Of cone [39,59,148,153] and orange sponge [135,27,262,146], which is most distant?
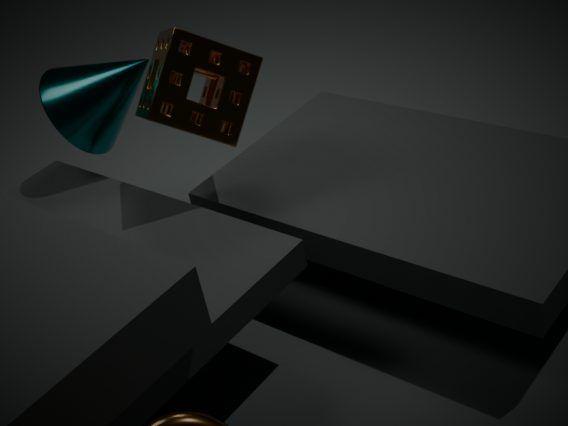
cone [39,59,148,153]
